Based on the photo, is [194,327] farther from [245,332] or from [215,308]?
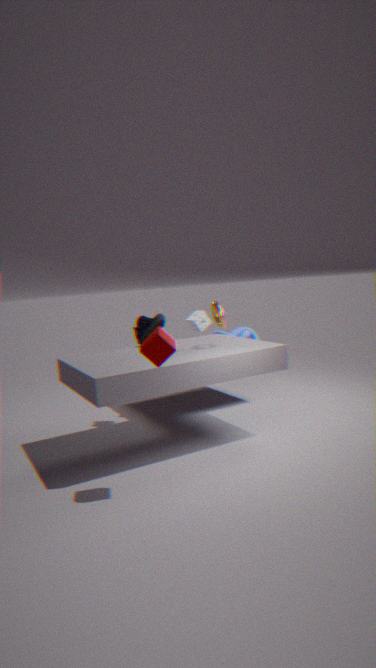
[215,308]
